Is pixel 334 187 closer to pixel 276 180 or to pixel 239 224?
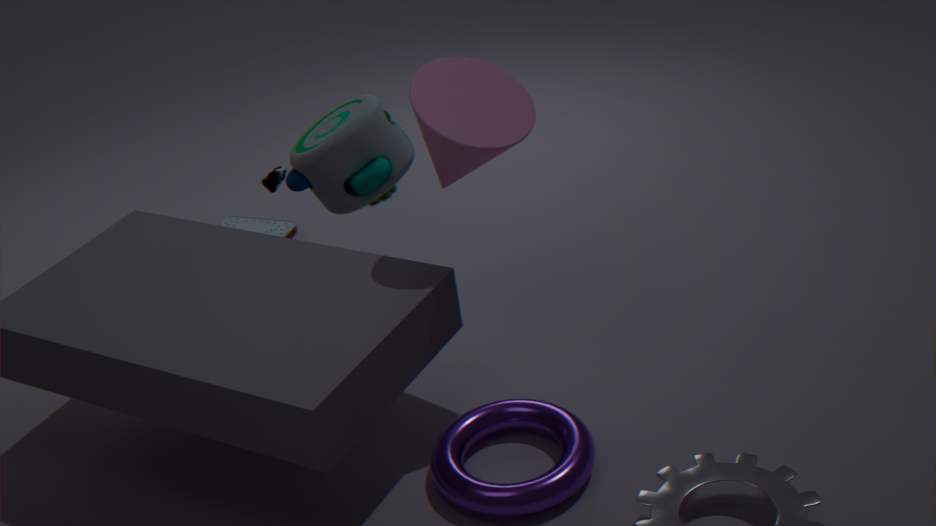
pixel 276 180
